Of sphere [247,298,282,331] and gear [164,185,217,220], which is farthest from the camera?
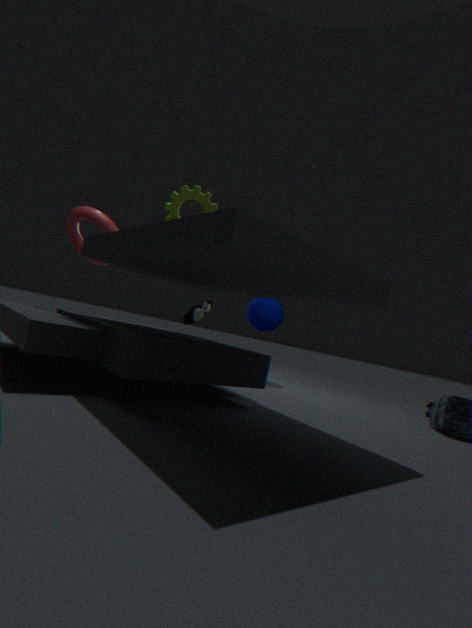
sphere [247,298,282,331]
